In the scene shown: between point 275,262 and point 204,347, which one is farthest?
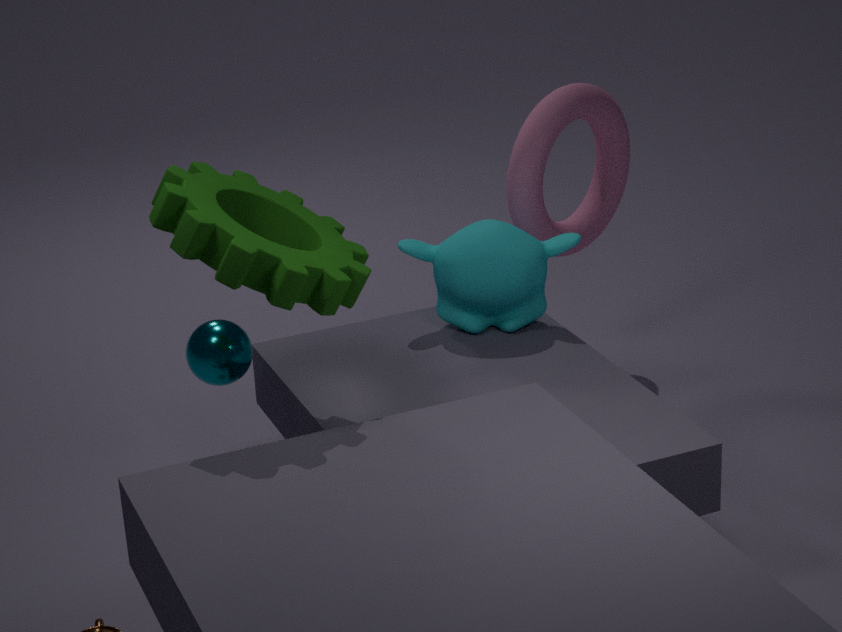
point 204,347
